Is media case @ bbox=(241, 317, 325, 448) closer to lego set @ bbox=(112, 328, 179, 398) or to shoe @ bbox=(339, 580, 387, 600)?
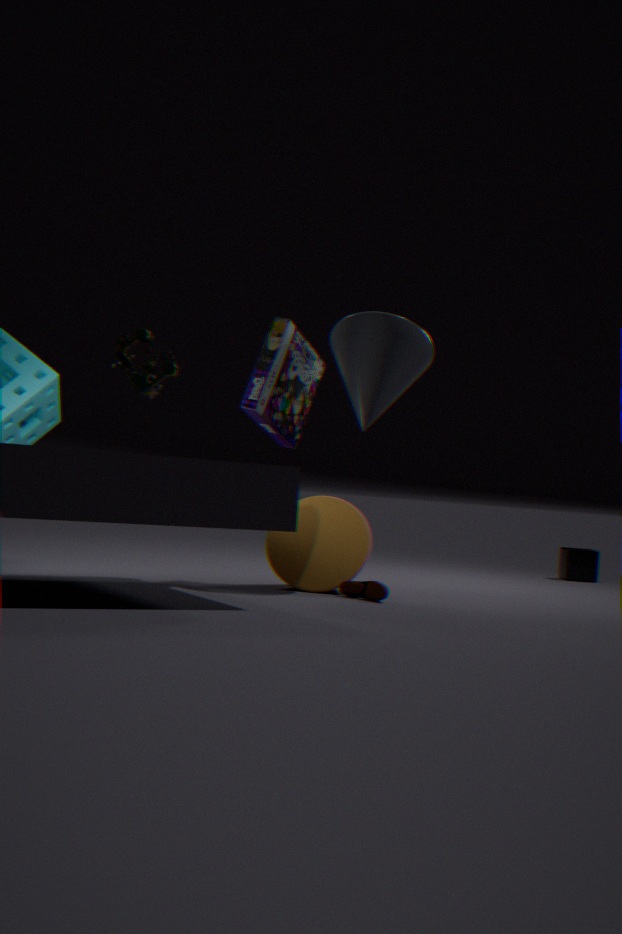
lego set @ bbox=(112, 328, 179, 398)
